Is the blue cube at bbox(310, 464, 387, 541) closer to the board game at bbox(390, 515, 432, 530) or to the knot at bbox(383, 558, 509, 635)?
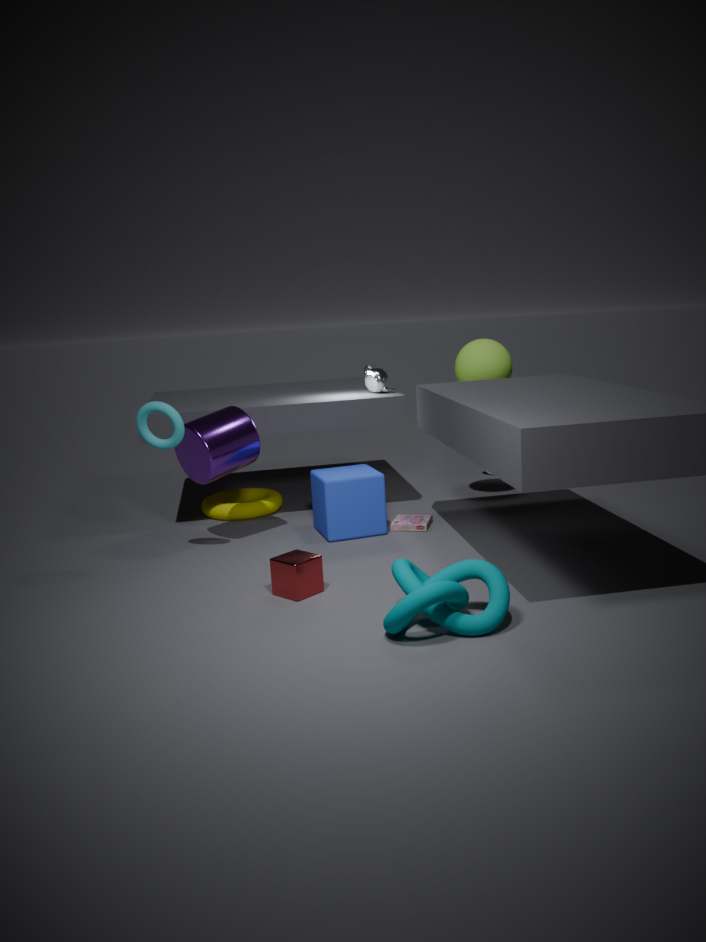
the board game at bbox(390, 515, 432, 530)
